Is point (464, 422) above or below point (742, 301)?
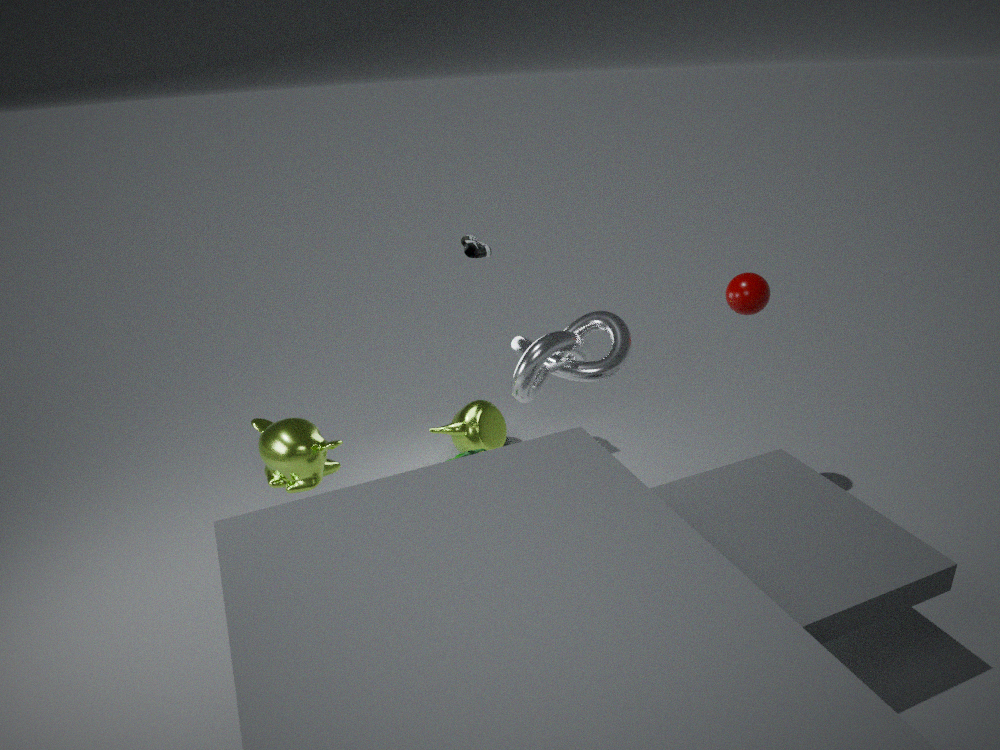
below
